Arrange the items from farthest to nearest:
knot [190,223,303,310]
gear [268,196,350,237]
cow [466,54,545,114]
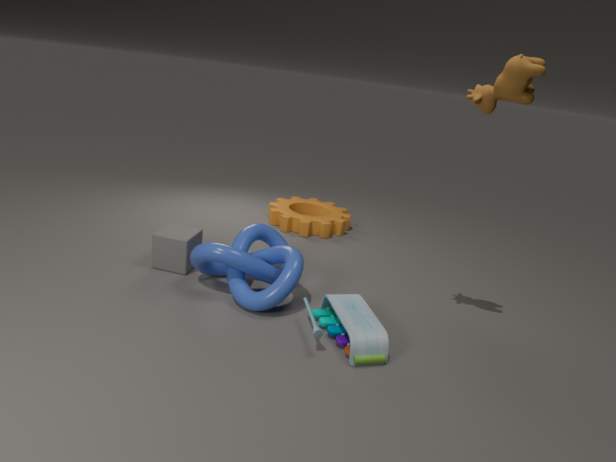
gear [268,196,350,237]
knot [190,223,303,310]
cow [466,54,545,114]
